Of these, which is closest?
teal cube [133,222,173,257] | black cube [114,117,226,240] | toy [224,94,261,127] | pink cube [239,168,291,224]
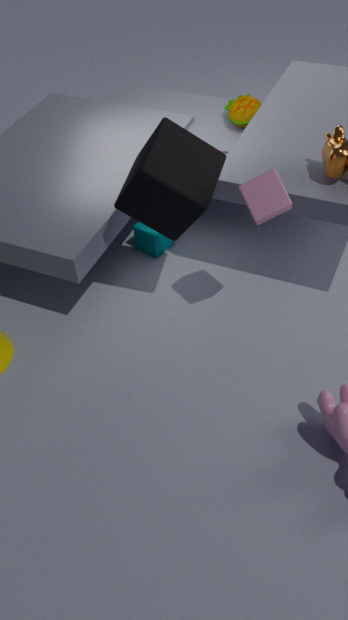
pink cube [239,168,291,224]
